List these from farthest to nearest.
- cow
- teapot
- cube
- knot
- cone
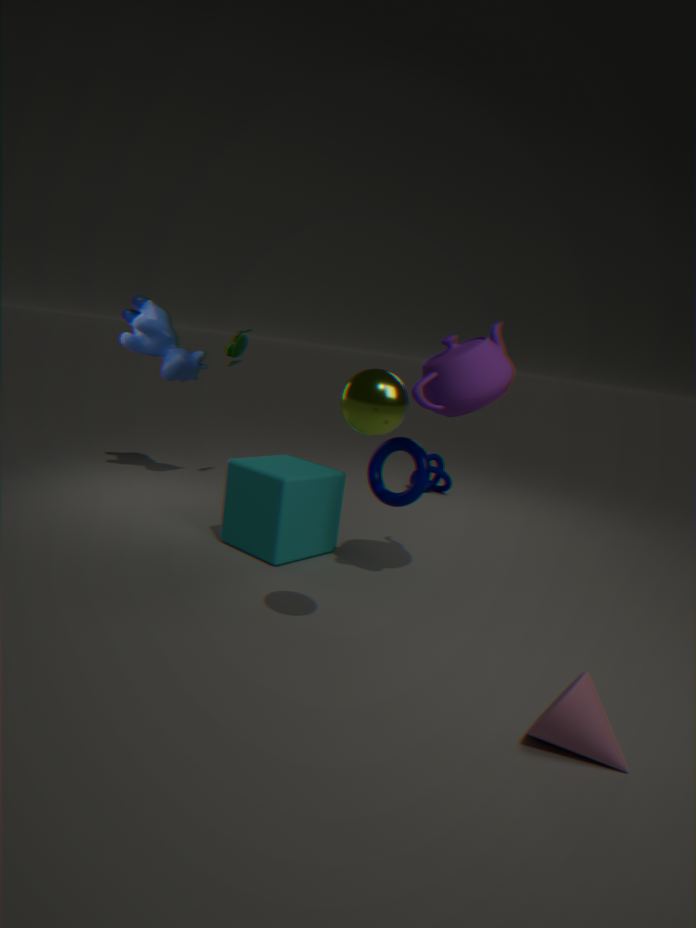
1. knot
2. cow
3. cube
4. teapot
5. cone
